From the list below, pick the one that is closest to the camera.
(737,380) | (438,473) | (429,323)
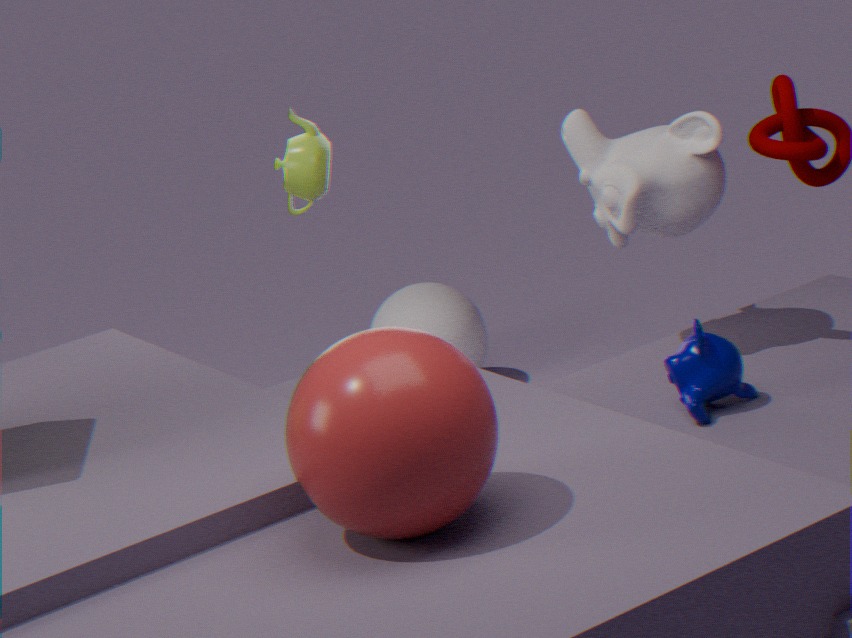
(438,473)
